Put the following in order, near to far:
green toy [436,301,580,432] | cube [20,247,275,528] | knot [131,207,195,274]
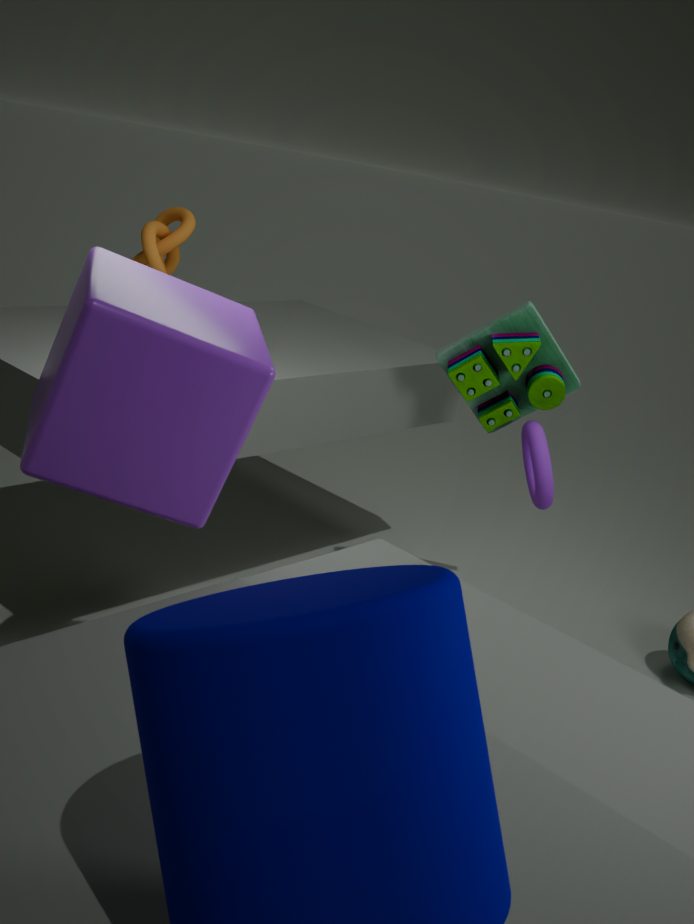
cube [20,247,275,528]
knot [131,207,195,274]
green toy [436,301,580,432]
